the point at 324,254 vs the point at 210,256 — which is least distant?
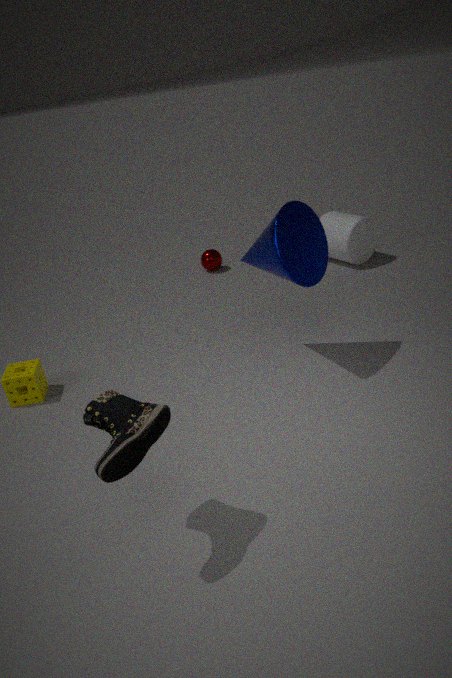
the point at 324,254
